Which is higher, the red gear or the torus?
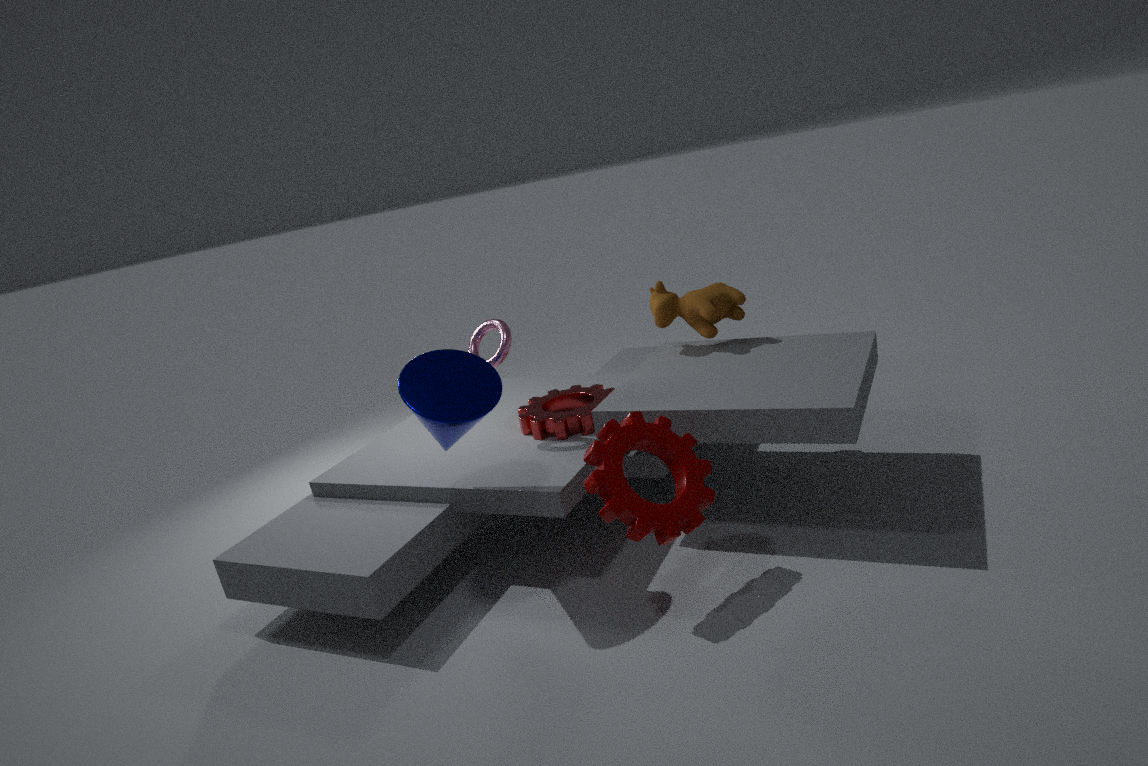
the torus
